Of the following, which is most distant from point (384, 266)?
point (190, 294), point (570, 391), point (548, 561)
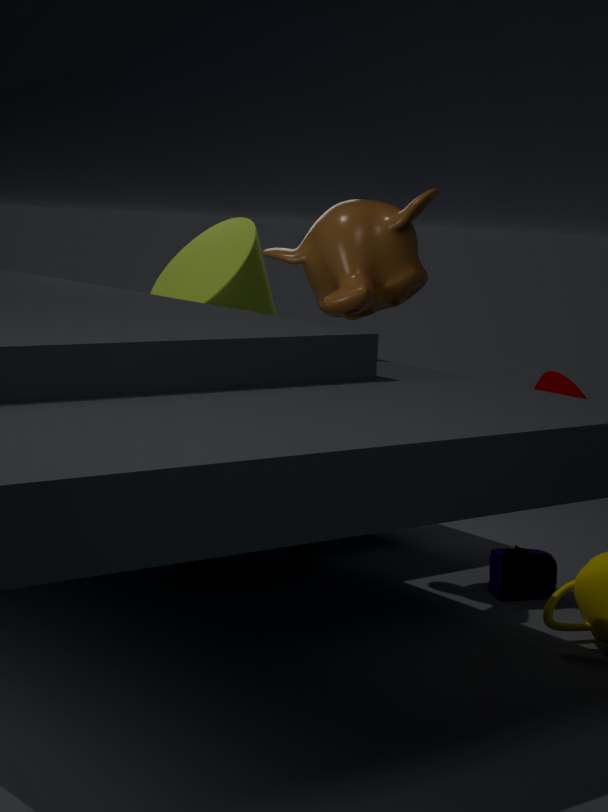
point (570, 391)
